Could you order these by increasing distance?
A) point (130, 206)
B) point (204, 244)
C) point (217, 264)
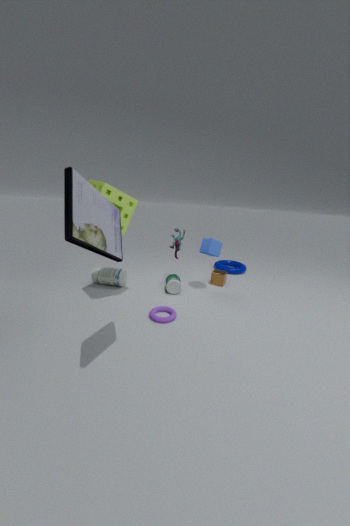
point (130, 206) → point (204, 244) → point (217, 264)
